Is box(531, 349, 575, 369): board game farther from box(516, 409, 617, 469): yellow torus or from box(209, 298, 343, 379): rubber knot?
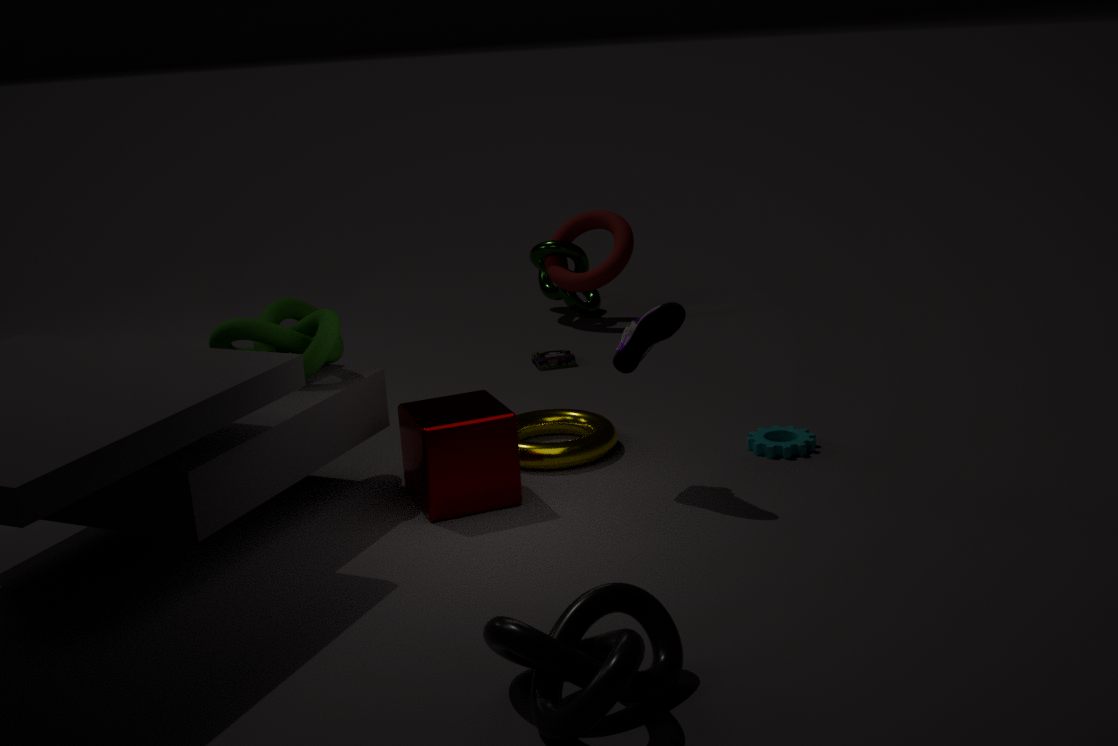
box(209, 298, 343, 379): rubber knot
